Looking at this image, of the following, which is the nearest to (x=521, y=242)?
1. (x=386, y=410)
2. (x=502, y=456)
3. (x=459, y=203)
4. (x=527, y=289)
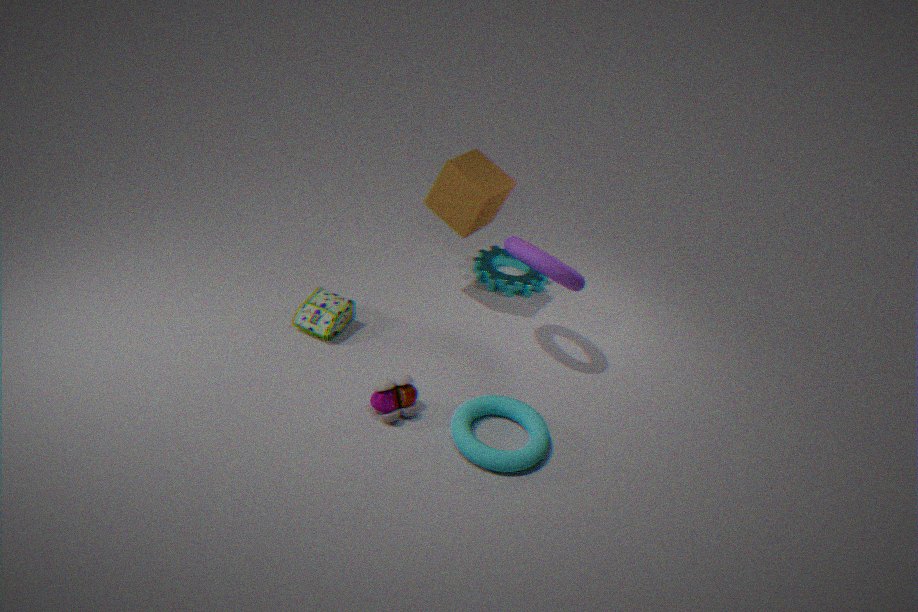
(x=459, y=203)
